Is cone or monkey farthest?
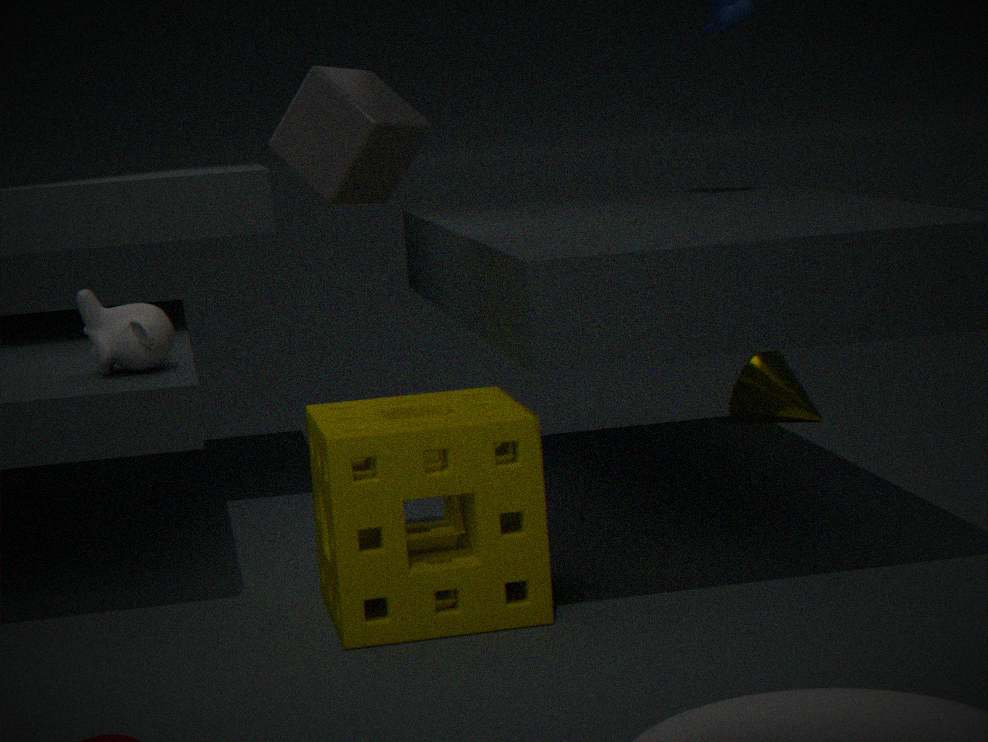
cone
